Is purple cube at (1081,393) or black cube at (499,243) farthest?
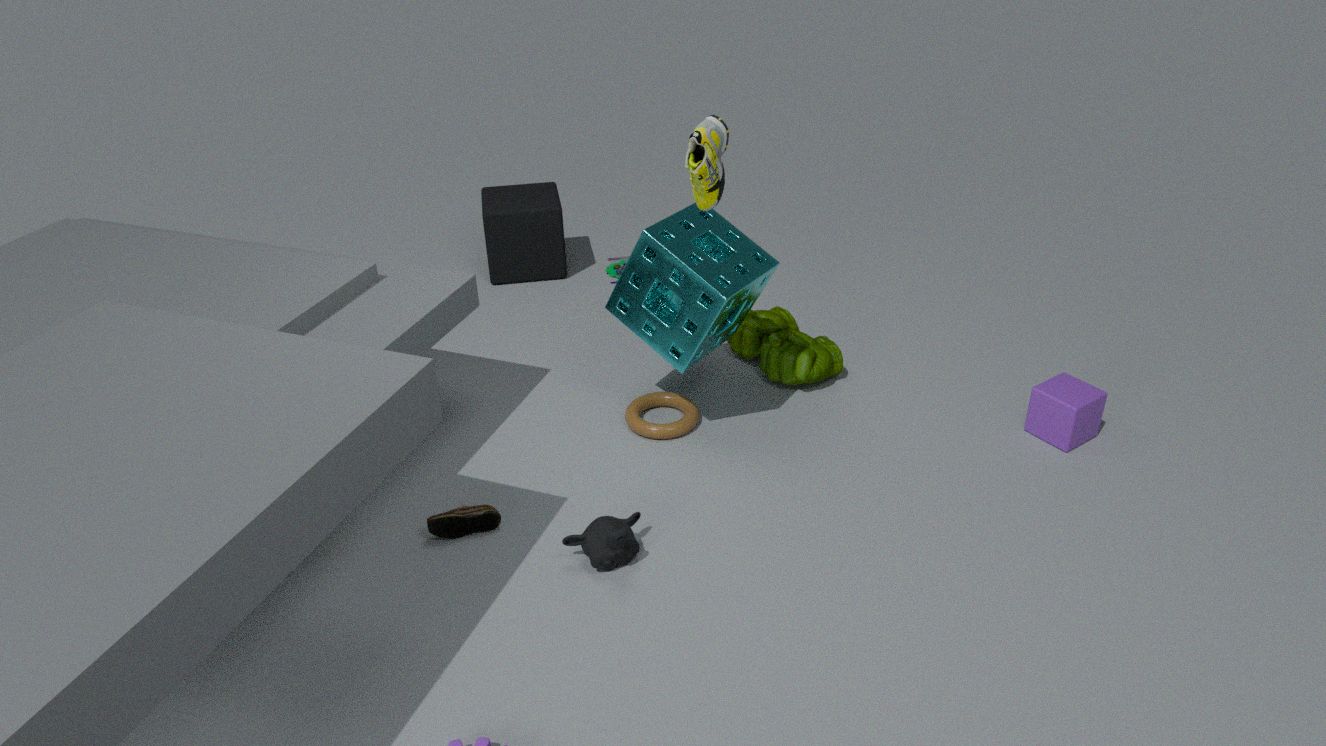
black cube at (499,243)
